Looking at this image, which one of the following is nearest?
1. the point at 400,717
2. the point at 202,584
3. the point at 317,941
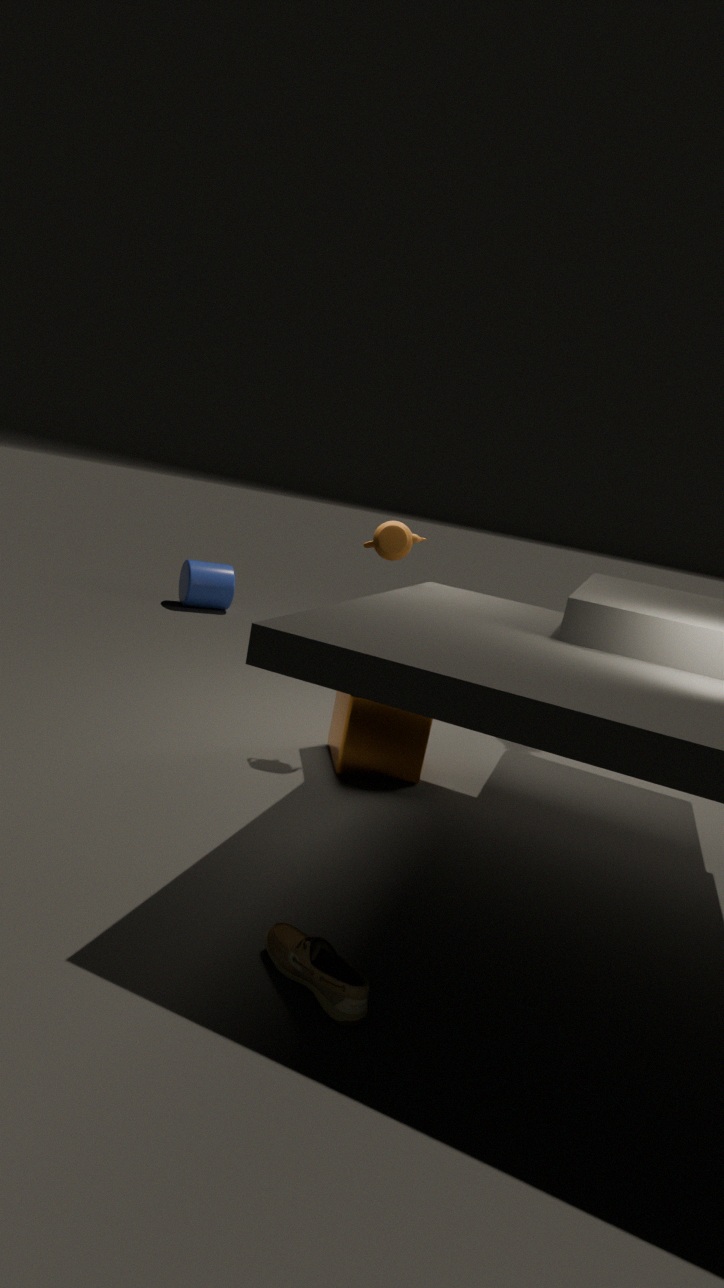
the point at 317,941
